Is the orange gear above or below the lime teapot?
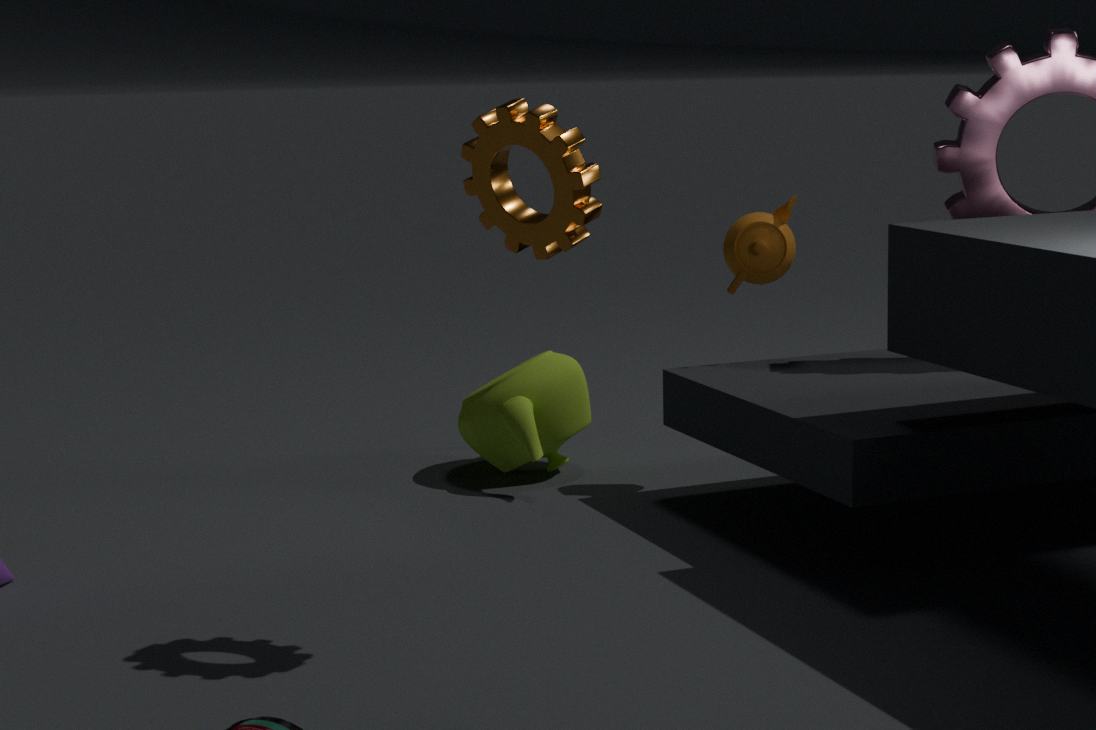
above
